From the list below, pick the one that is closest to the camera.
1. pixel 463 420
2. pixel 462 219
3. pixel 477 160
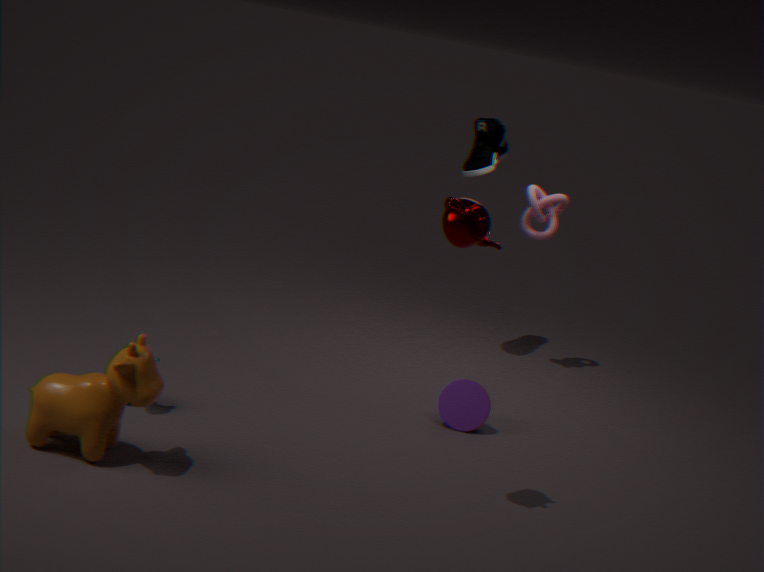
pixel 462 219
